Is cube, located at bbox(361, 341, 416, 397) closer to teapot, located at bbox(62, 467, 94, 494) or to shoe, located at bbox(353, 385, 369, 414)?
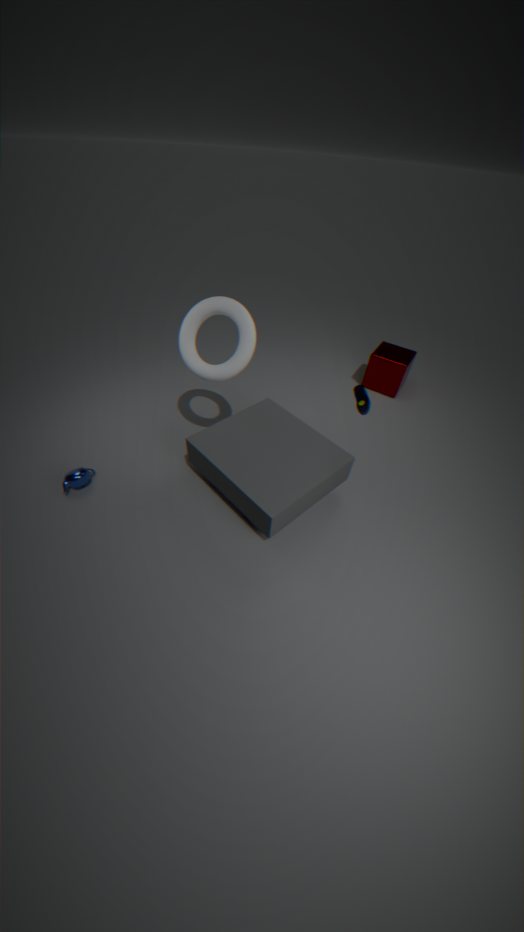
shoe, located at bbox(353, 385, 369, 414)
